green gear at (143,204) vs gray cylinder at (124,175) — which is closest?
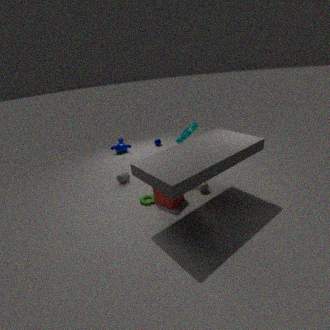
green gear at (143,204)
